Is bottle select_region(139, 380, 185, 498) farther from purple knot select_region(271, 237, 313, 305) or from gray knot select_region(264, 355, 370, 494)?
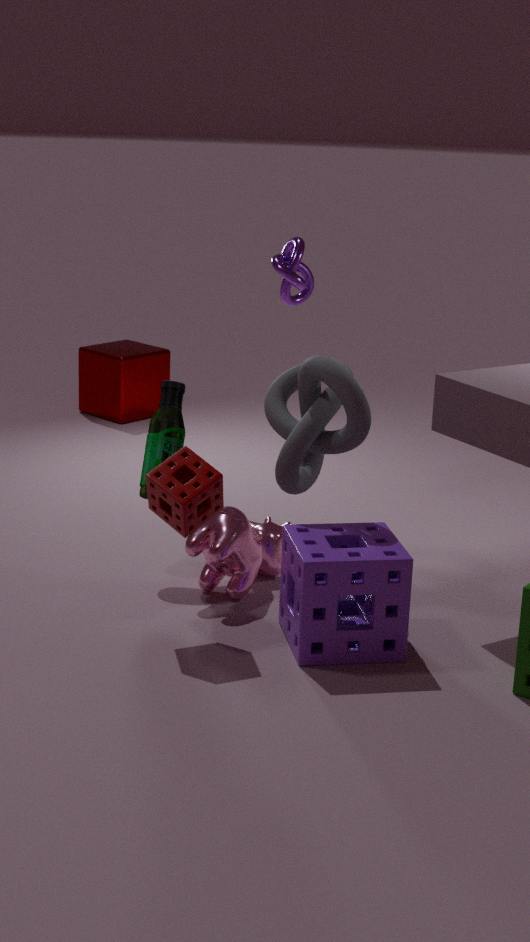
purple knot select_region(271, 237, 313, 305)
